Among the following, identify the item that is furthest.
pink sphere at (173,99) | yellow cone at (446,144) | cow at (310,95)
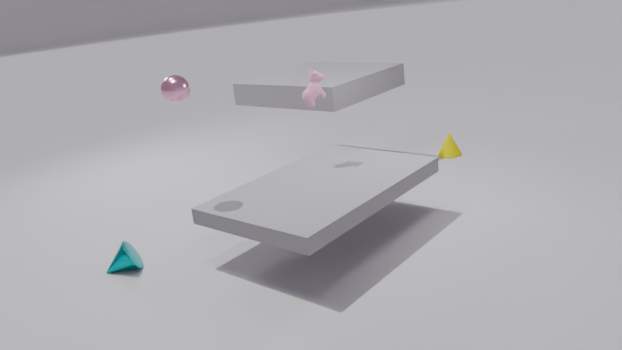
yellow cone at (446,144)
